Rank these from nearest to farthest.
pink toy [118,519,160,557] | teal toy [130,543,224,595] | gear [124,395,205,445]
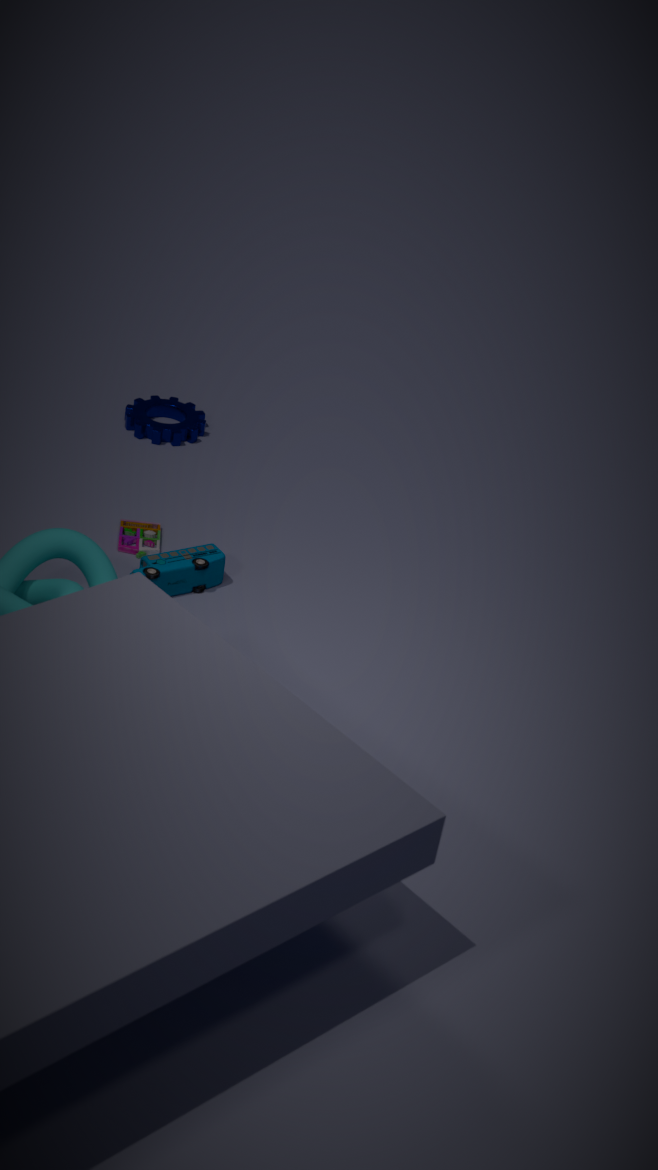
1. teal toy [130,543,224,595]
2. pink toy [118,519,160,557]
3. gear [124,395,205,445]
